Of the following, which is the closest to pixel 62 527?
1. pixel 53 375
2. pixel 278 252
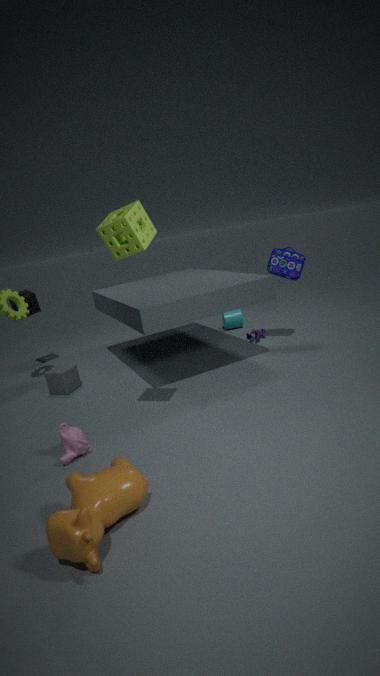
pixel 53 375
